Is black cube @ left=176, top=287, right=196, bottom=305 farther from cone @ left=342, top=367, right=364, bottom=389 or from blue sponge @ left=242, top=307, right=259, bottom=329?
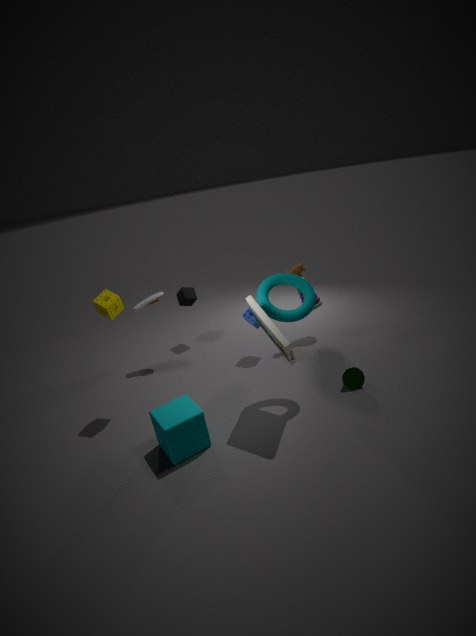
cone @ left=342, top=367, right=364, bottom=389
